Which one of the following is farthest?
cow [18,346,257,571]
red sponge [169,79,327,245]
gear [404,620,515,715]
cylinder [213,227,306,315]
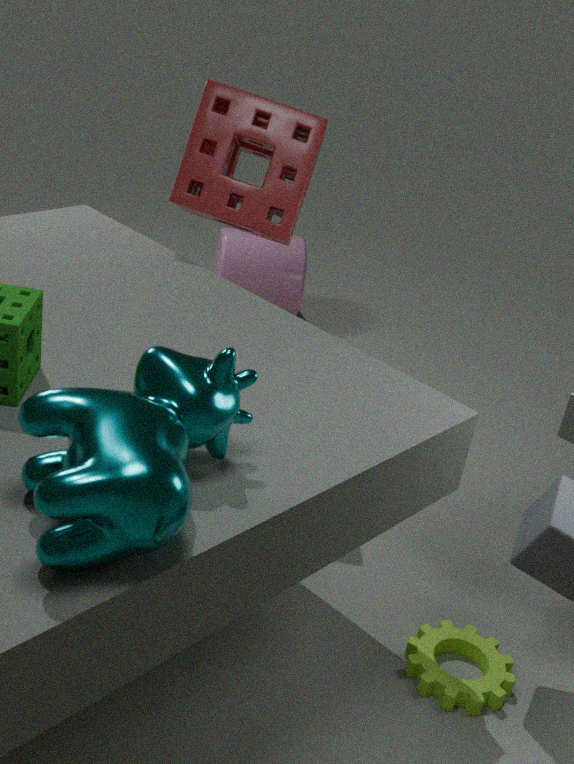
cylinder [213,227,306,315]
